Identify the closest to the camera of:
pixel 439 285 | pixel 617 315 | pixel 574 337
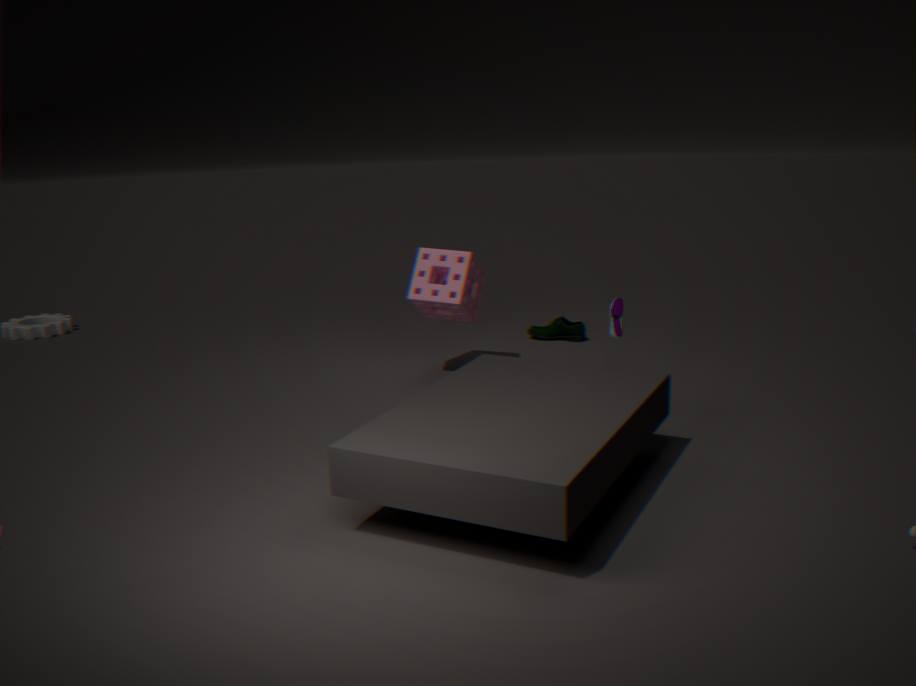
pixel 617 315
